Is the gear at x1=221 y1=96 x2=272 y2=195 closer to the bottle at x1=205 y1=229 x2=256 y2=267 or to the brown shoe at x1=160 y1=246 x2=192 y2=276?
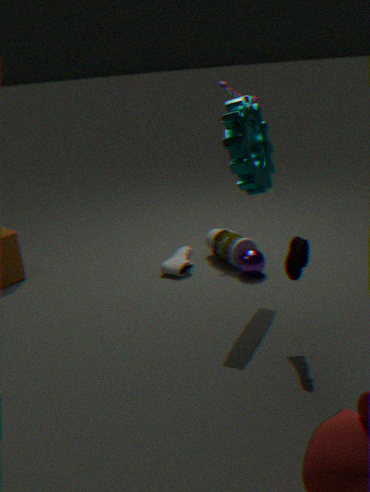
the bottle at x1=205 y1=229 x2=256 y2=267
